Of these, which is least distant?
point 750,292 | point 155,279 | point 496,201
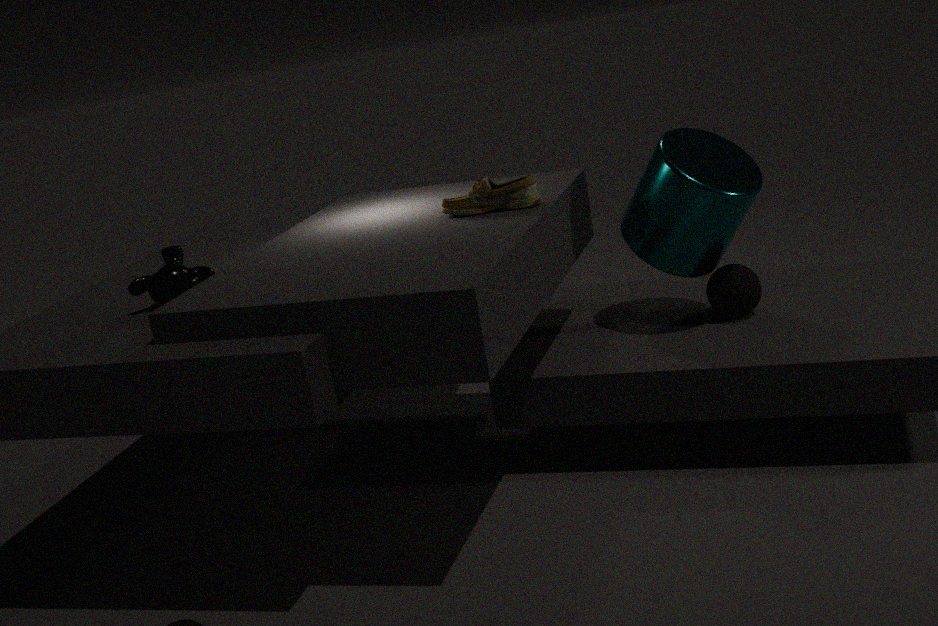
point 155,279
